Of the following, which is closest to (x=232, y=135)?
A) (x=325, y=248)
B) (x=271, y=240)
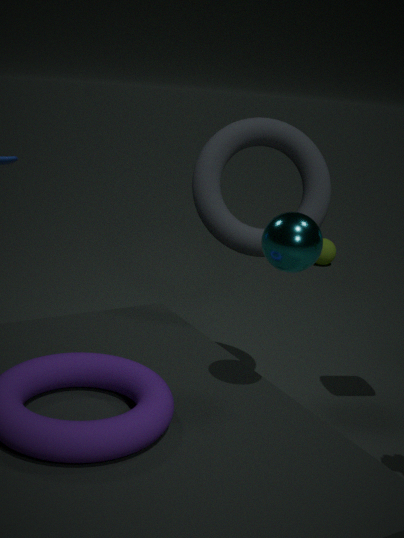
(x=271, y=240)
